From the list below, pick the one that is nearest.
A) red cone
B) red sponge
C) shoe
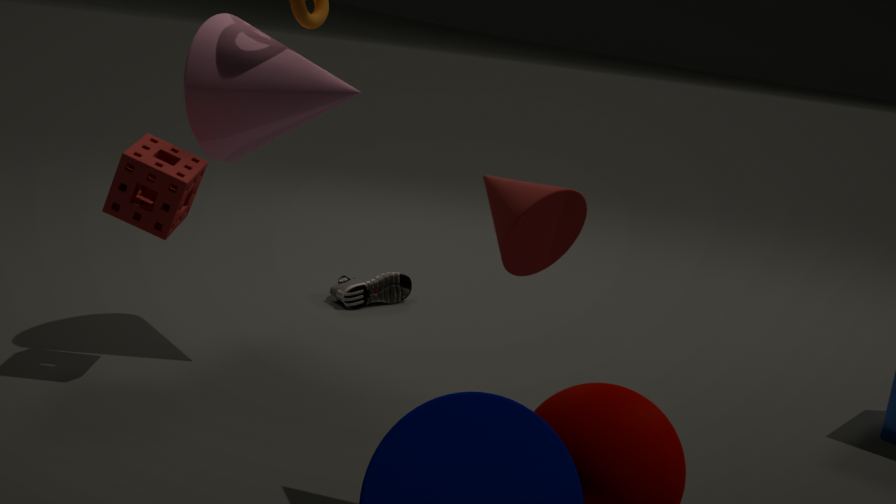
red cone
